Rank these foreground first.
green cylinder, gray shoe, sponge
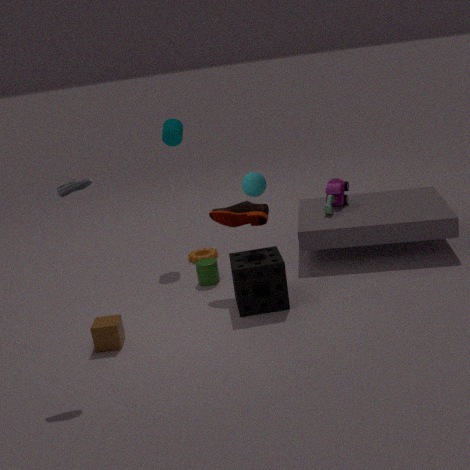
1. gray shoe
2. sponge
3. green cylinder
